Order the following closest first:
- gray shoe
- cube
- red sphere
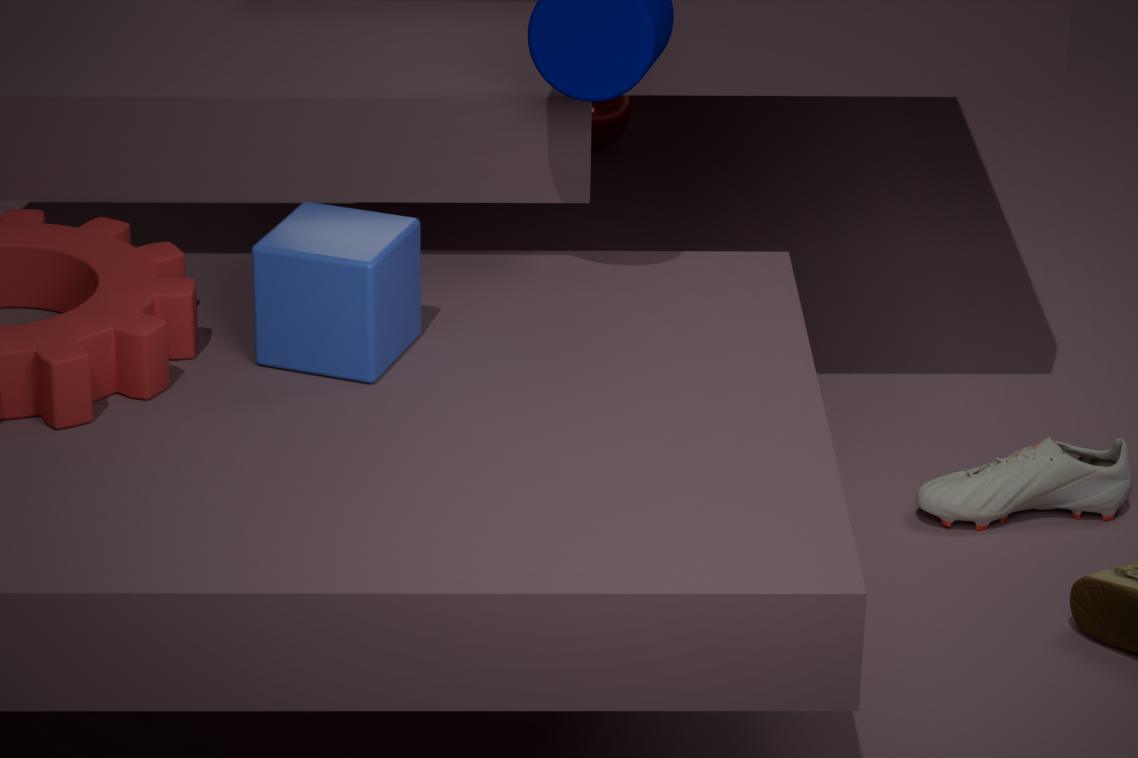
cube, gray shoe, red sphere
